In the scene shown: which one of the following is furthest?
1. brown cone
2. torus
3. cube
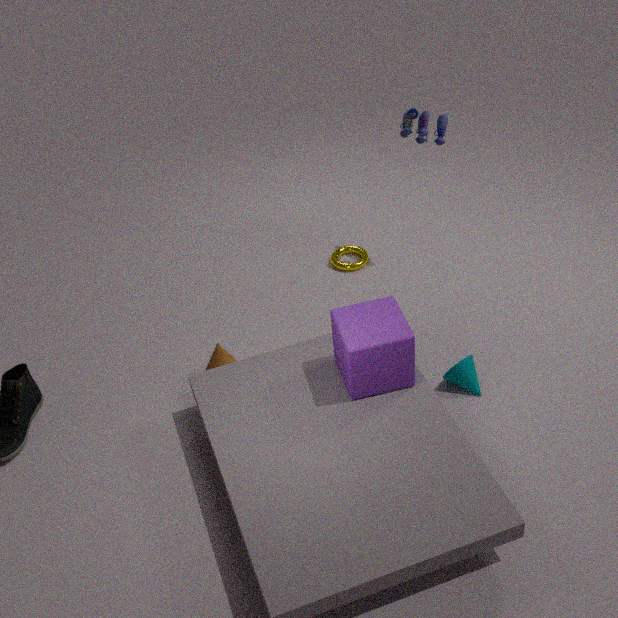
torus
